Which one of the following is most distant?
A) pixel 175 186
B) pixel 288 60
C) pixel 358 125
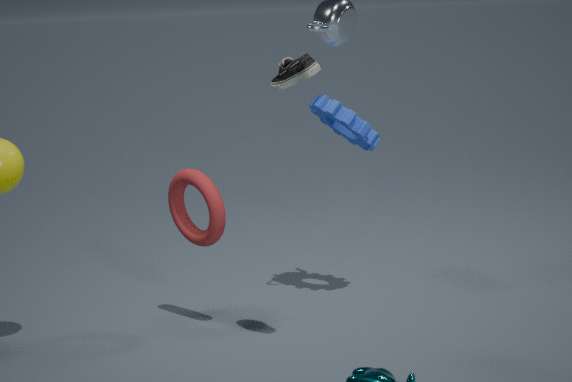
pixel 358 125
